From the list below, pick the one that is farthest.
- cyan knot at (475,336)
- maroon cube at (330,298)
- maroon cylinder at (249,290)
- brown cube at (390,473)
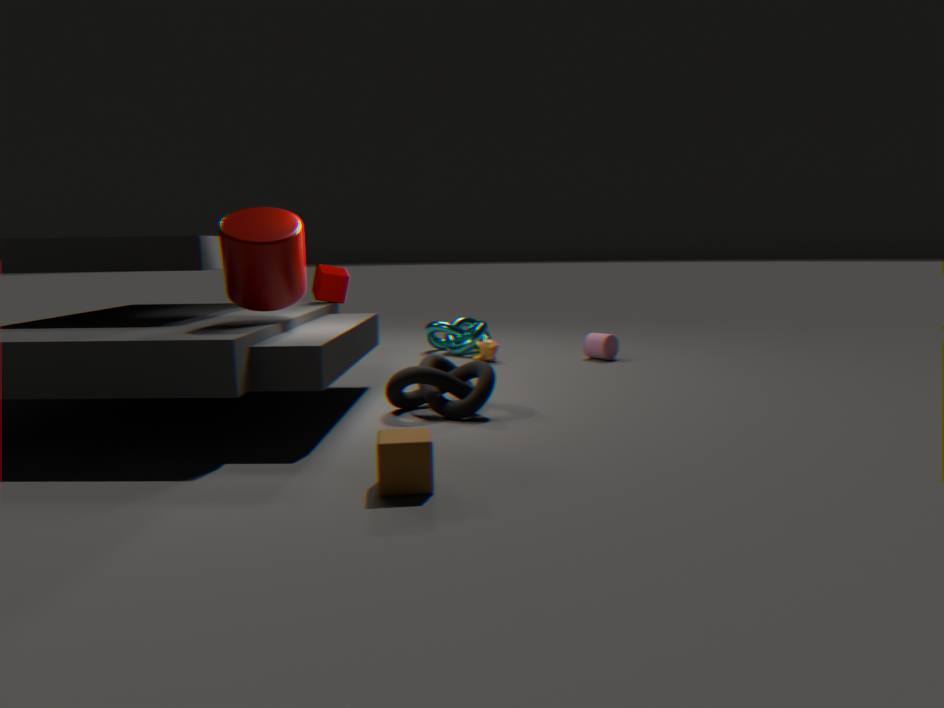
cyan knot at (475,336)
